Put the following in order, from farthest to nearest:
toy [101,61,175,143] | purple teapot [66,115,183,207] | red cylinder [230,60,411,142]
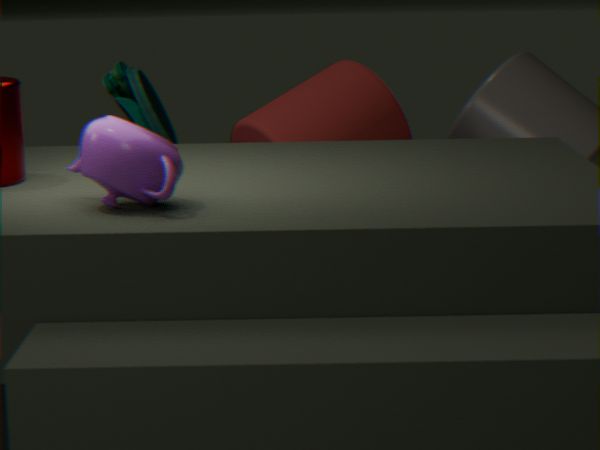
toy [101,61,175,143] < red cylinder [230,60,411,142] < purple teapot [66,115,183,207]
